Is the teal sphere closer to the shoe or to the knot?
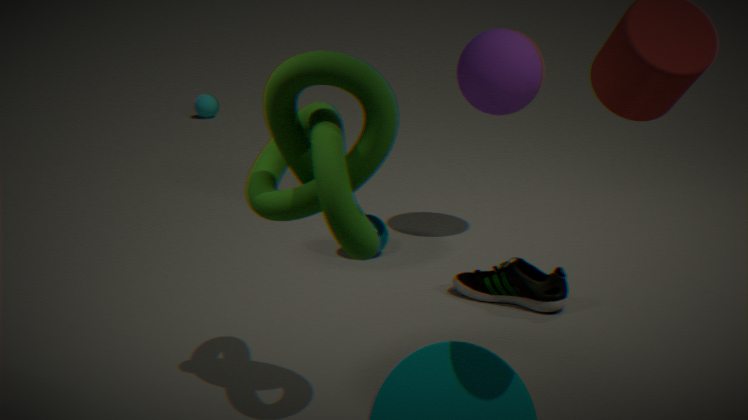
the shoe
